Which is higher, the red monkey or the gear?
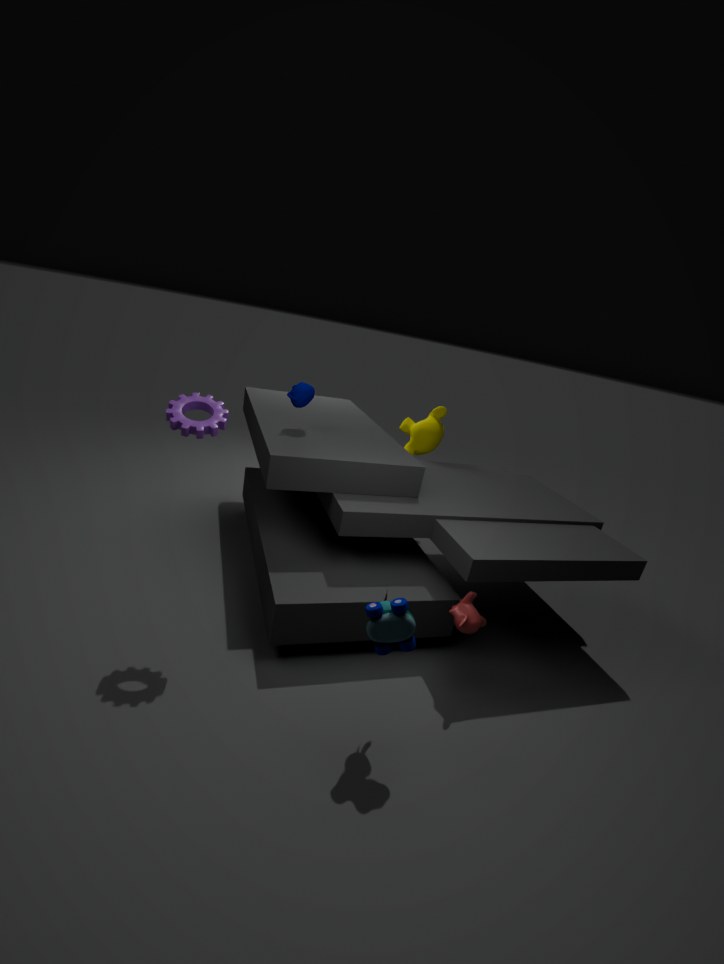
the gear
